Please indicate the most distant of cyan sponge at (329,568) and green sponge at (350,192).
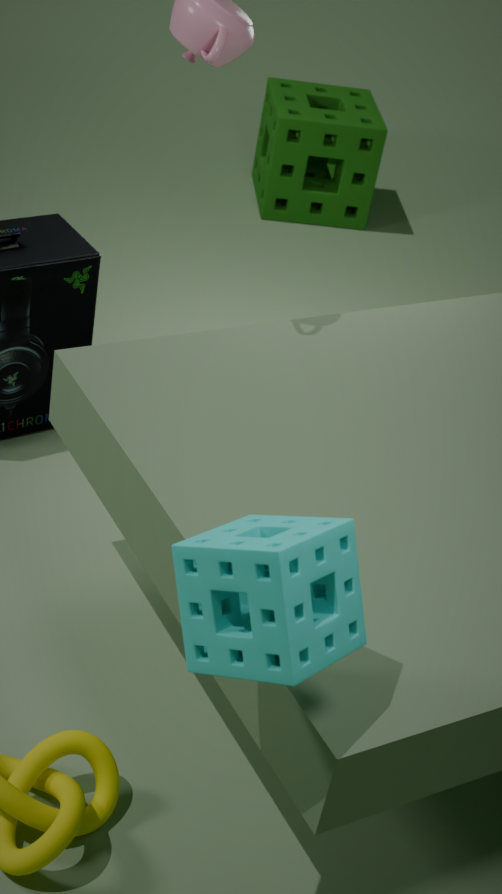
green sponge at (350,192)
